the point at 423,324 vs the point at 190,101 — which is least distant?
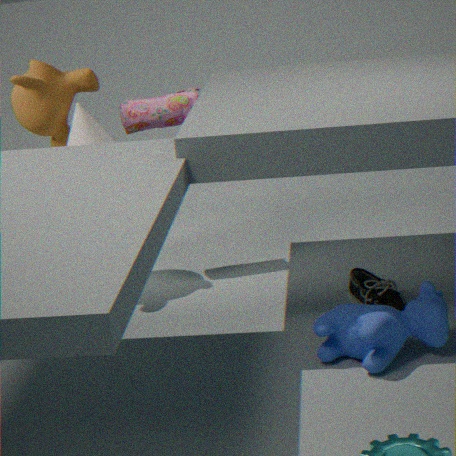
the point at 423,324
